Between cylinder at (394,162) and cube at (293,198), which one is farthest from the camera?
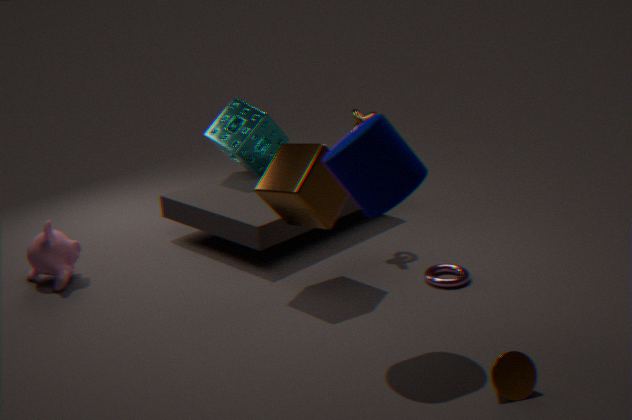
cube at (293,198)
